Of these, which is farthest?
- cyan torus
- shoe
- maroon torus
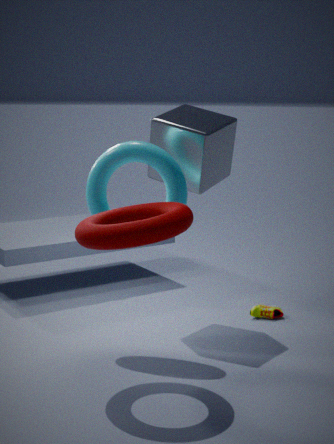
shoe
